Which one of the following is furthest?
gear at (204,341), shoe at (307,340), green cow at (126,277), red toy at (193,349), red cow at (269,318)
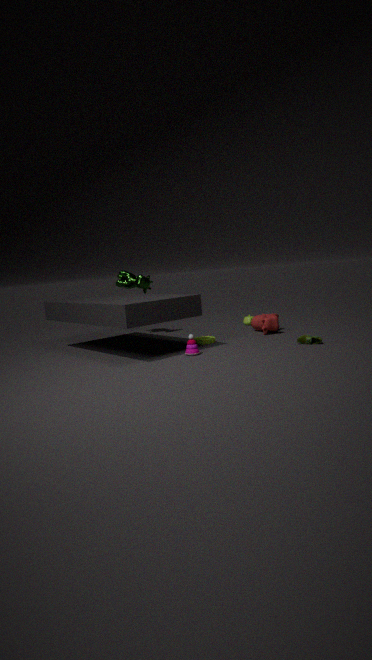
green cow at (126,277)
